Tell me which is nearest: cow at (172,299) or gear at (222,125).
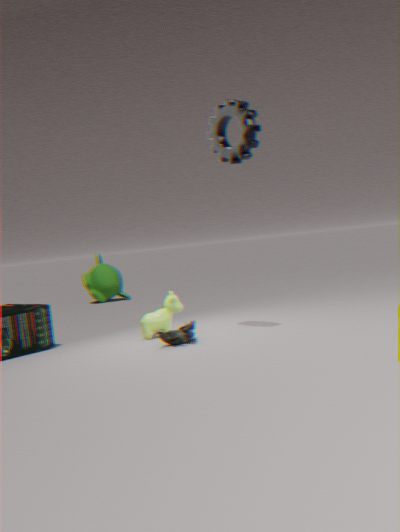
gear at (222,125)
